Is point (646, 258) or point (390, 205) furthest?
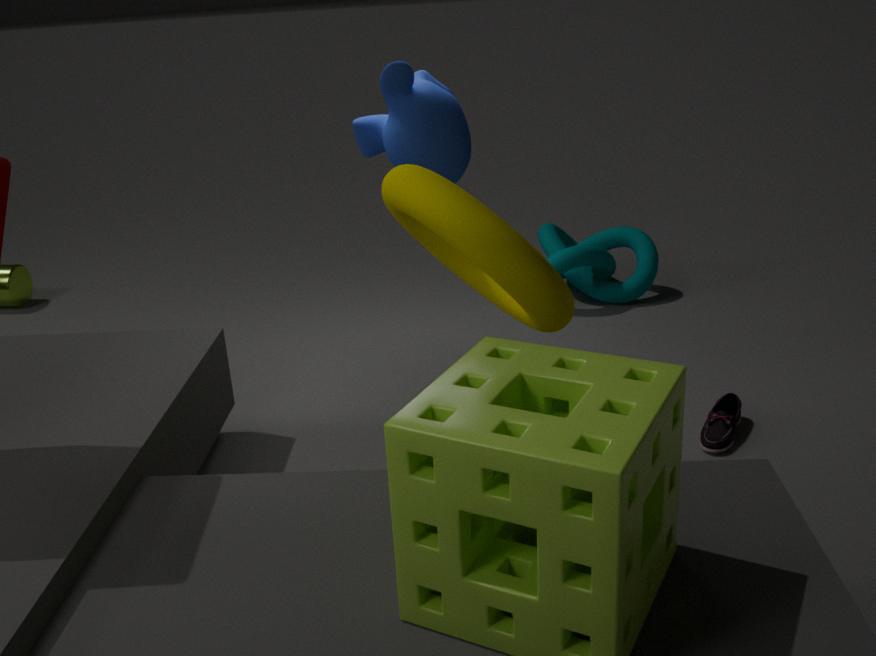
point (646, 258)
